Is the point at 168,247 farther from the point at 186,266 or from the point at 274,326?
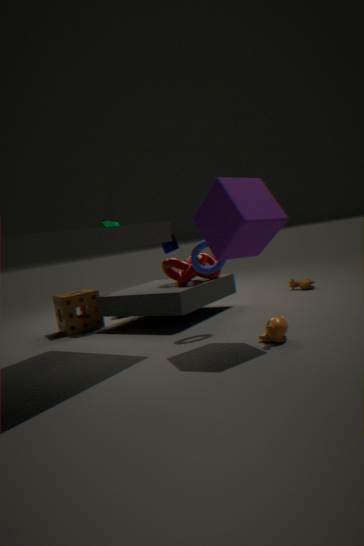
the point at 274,326
